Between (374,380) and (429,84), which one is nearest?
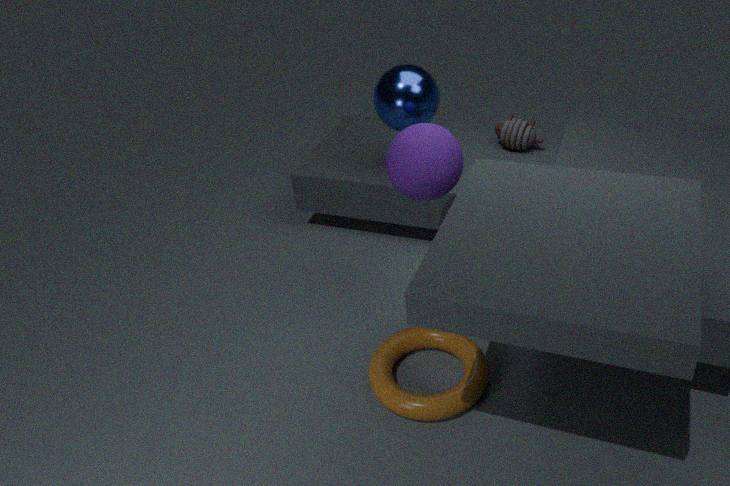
(374,380)
